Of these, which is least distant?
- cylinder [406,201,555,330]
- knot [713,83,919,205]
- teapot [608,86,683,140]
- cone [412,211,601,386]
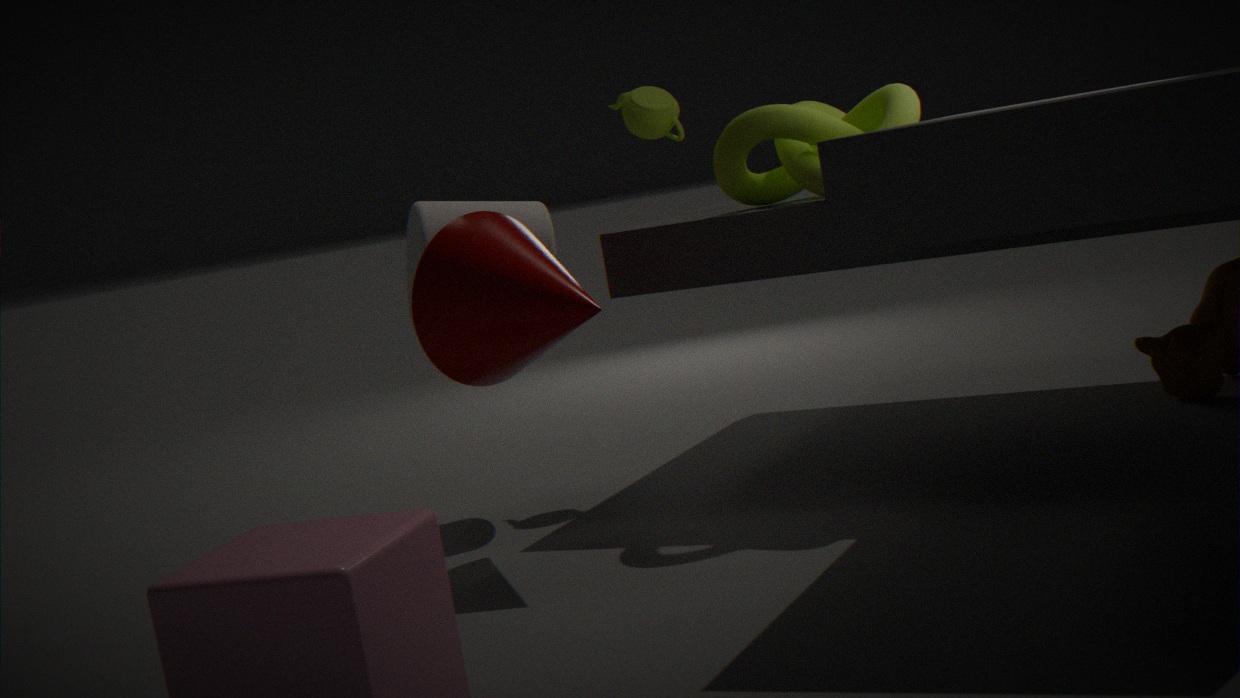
cone [412,211,601,386]
